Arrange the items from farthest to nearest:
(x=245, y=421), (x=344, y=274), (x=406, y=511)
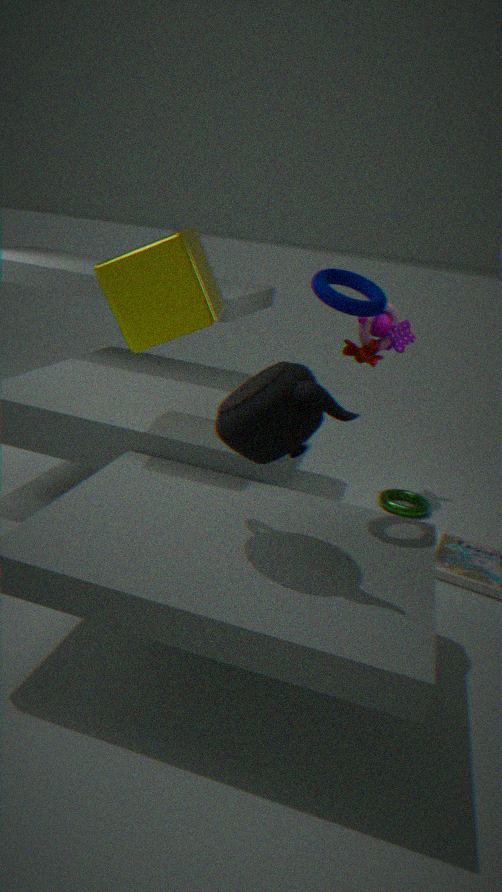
1. (x=406, y=511)
2. (x=344, y=274)
3. (x=245, y=421)
